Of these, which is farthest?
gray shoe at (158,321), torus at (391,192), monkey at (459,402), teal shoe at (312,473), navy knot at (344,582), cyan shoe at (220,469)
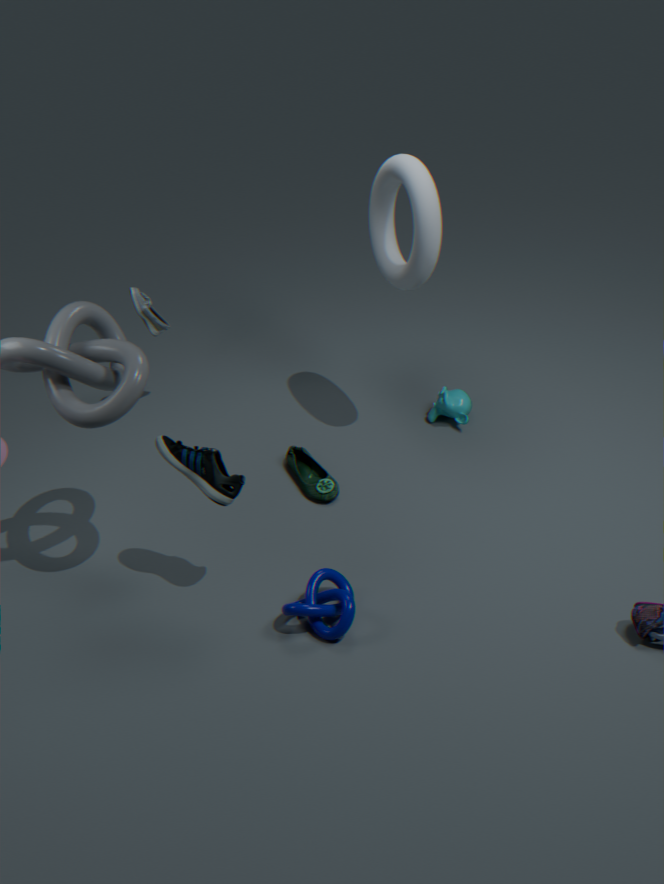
gray shoe at (158,321)
